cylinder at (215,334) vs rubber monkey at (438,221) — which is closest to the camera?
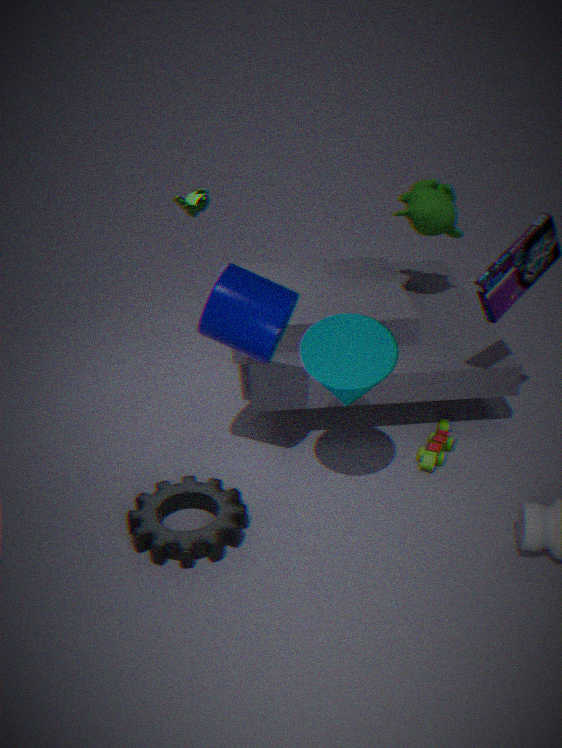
cylinder at (215,334)
